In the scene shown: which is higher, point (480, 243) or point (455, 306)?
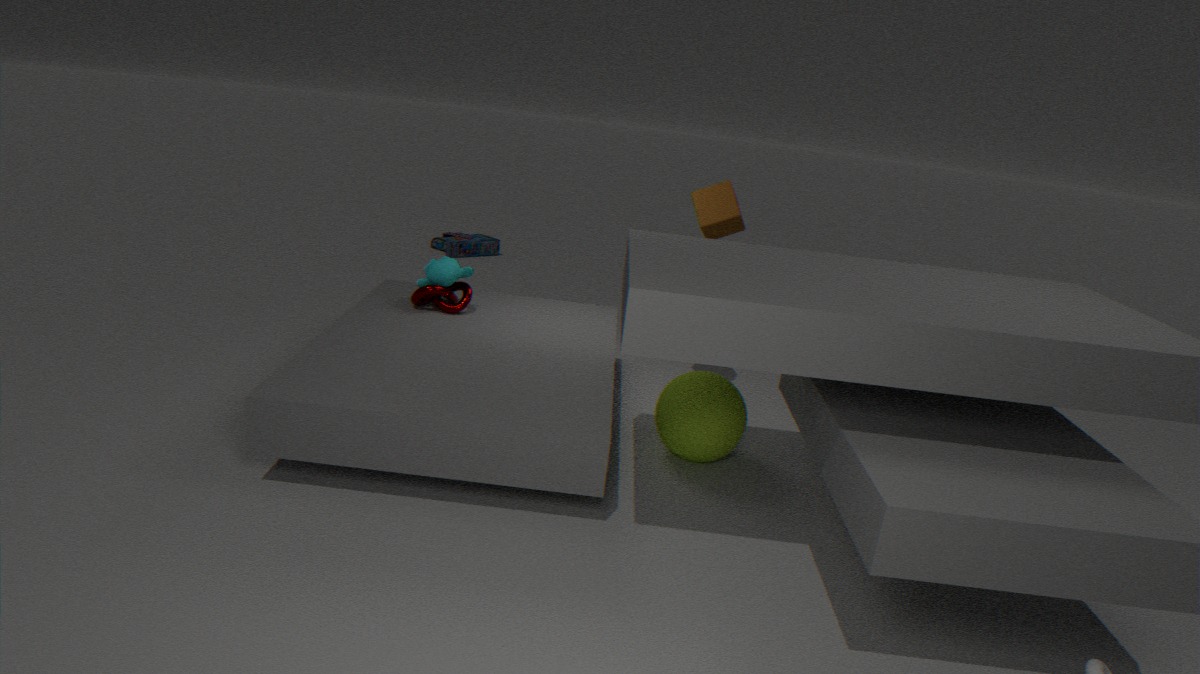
point (455, 306)
